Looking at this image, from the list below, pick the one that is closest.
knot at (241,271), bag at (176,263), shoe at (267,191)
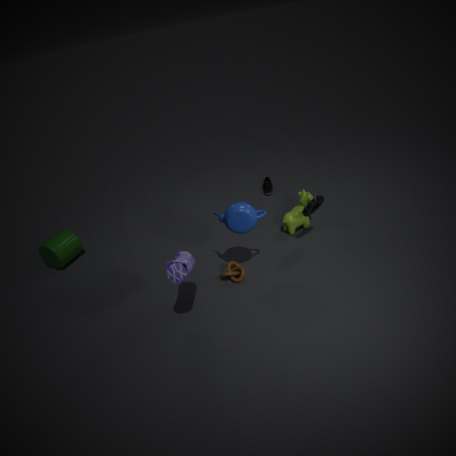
bag at (176,263)
